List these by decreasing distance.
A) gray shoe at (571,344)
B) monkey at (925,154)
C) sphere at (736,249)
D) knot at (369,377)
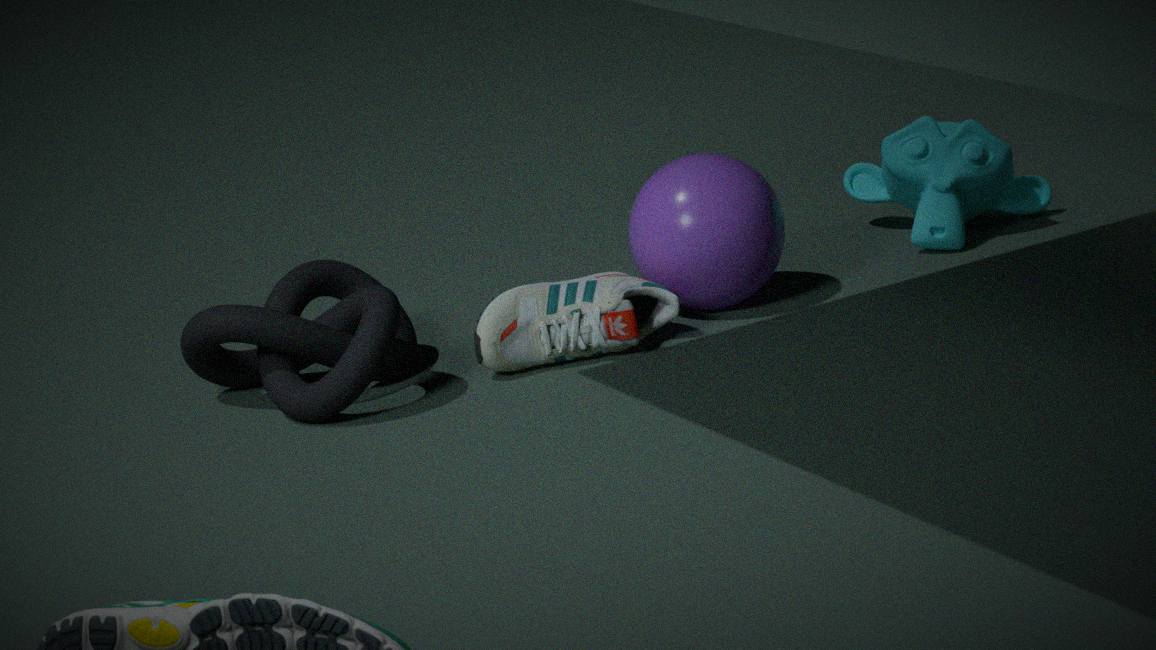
1. monkey at (925,154)
2. sphere at (736,249)
3. gray shoe at (571,344)
4. knot at (369,377)
